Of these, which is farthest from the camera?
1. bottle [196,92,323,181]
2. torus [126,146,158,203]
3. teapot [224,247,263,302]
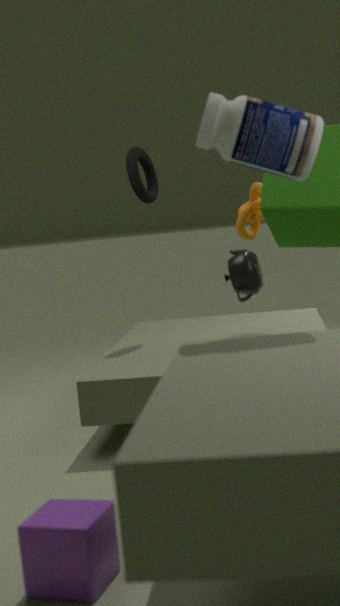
torus [126,146,158,203]
